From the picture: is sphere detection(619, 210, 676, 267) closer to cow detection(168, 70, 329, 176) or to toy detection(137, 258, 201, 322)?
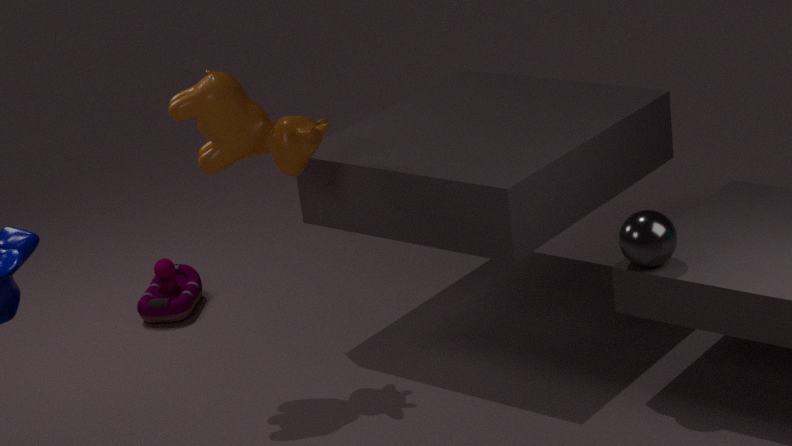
cow detection(168, 70, 329, 176)
